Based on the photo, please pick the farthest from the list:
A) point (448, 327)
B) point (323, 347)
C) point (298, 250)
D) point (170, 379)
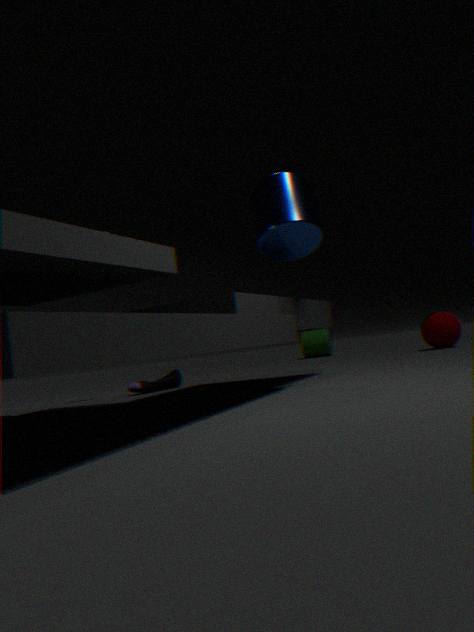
point (323, 347)
